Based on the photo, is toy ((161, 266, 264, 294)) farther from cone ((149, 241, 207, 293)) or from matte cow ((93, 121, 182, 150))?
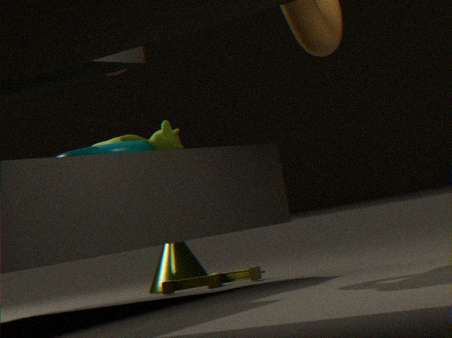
matte cow ((93, 121, 182, 150))
